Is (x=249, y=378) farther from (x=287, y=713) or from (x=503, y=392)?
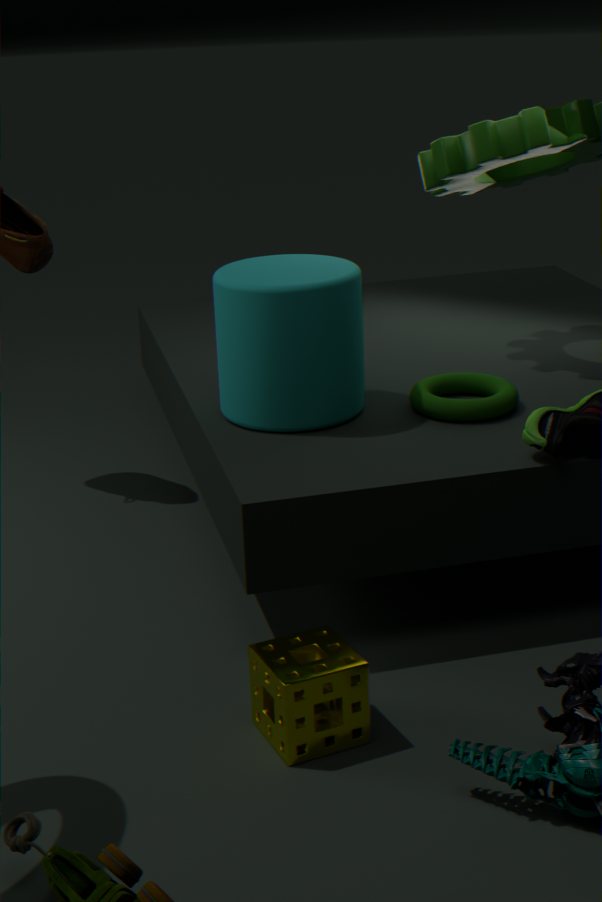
(x=287, y=713)
